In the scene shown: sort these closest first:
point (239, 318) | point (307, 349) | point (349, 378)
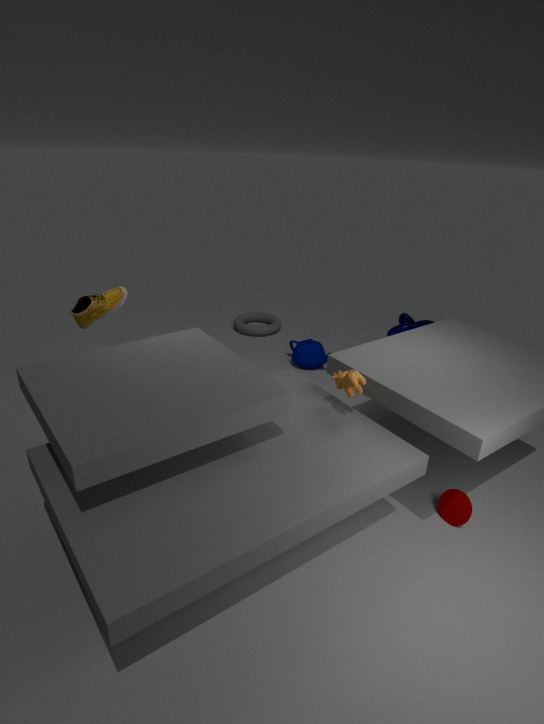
point (349, 378)
point (307, 349)
point (239, 318)
